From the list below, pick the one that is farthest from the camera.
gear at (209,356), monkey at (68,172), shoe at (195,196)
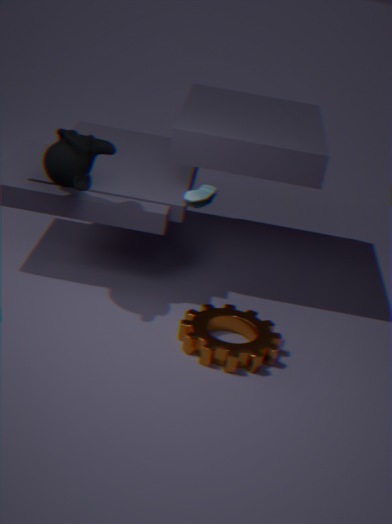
monkey at (68,172)
